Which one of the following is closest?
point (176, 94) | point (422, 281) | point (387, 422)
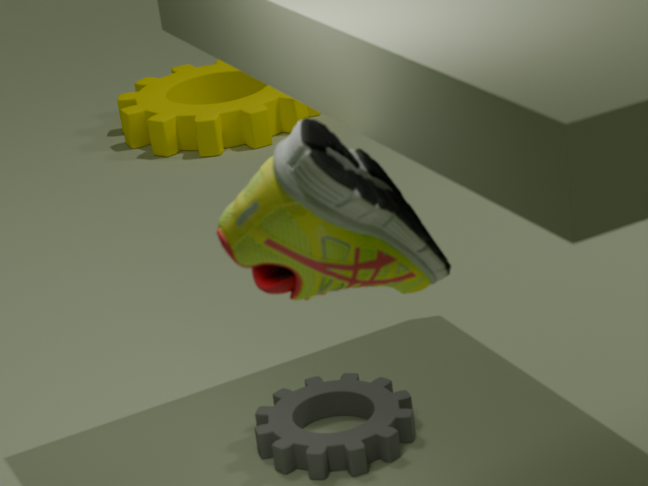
point (422, 281)
